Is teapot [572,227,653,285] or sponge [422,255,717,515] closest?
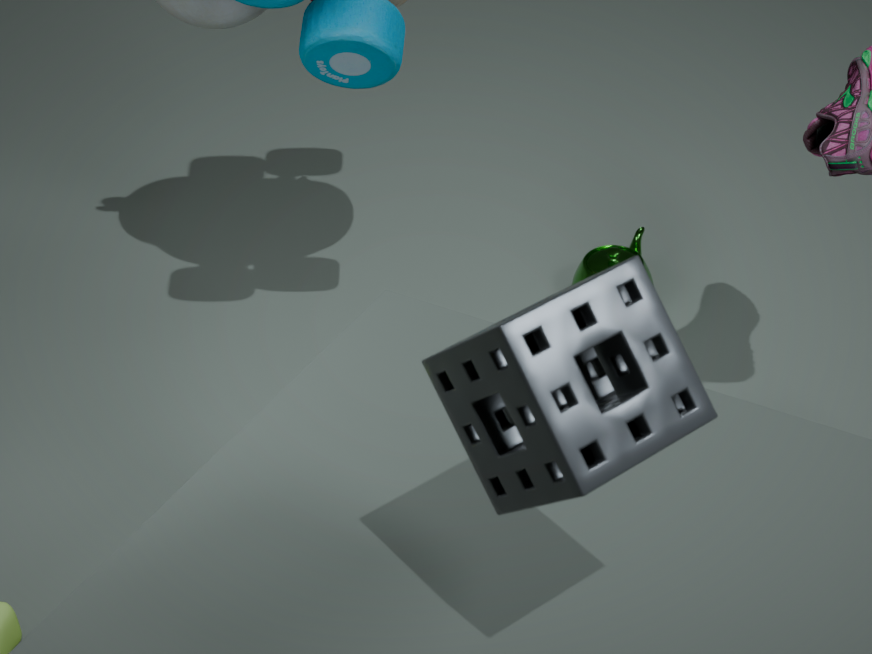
sponge [422,255,717,515]
